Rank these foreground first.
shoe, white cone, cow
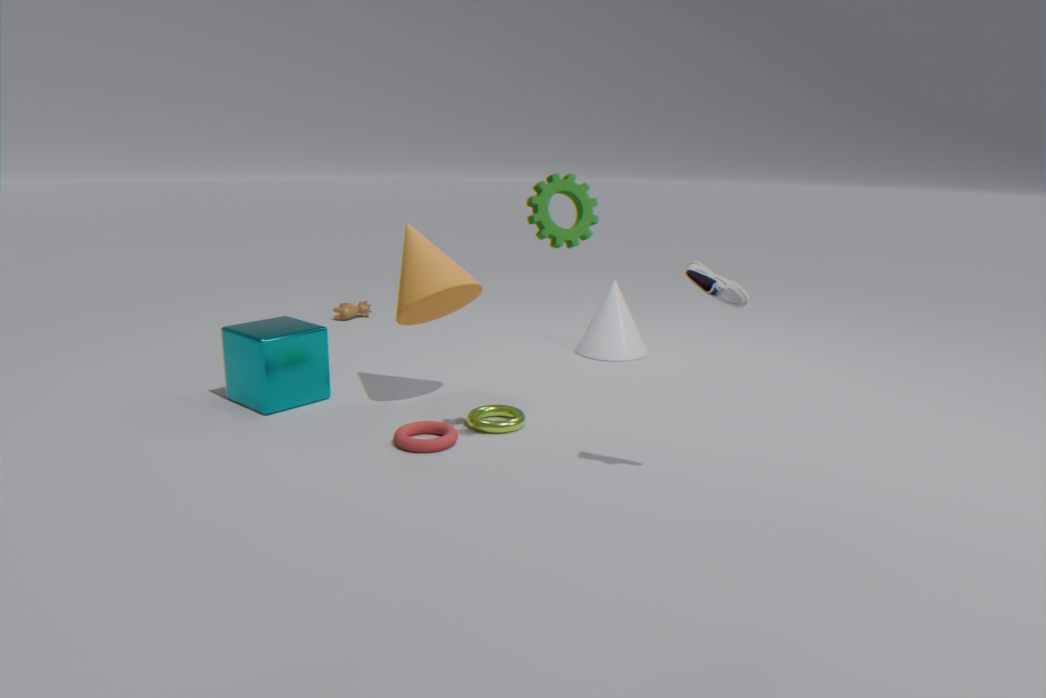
shoe → white cone → cow
